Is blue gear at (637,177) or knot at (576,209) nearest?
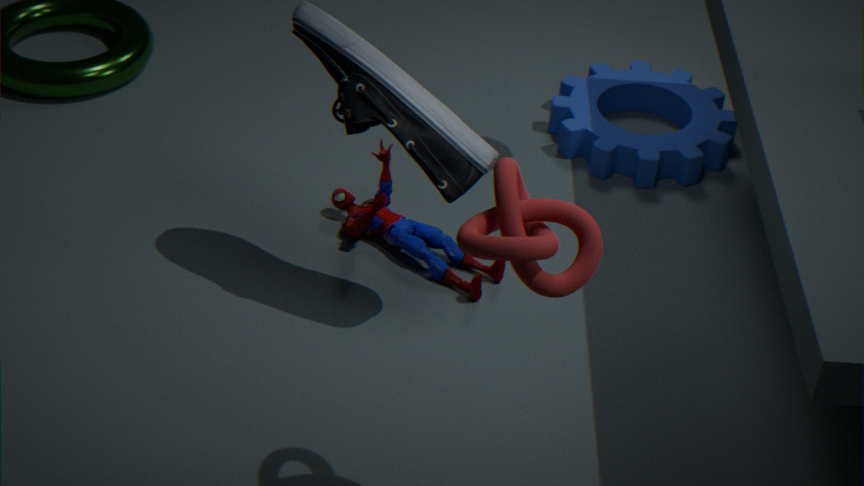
knot at (576,209)
